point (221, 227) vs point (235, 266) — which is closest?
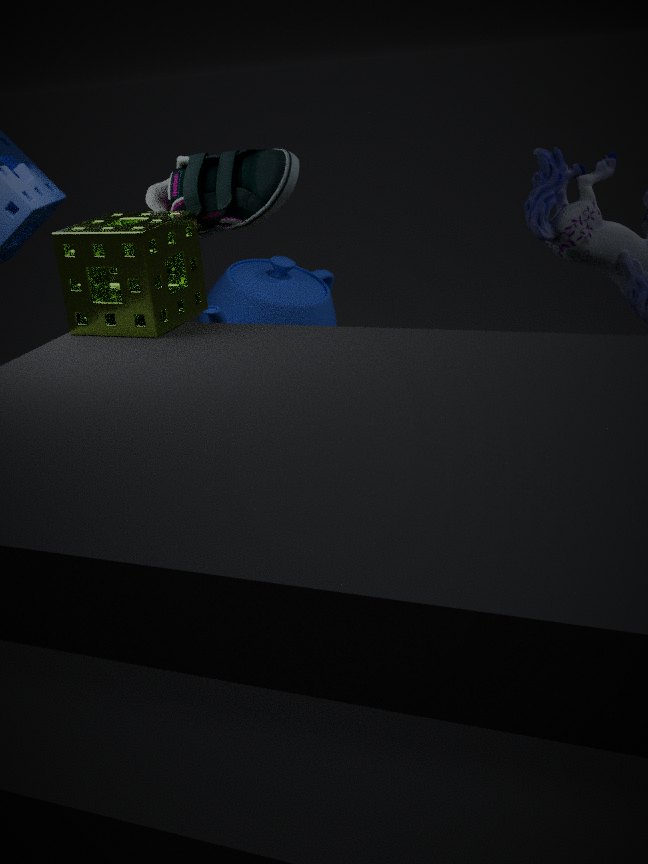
point (221, 227)
